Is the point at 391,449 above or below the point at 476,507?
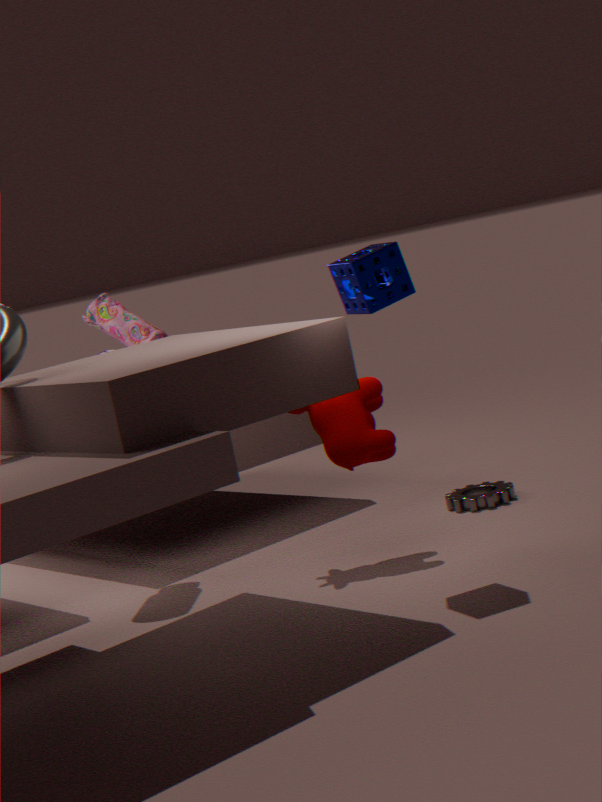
above
